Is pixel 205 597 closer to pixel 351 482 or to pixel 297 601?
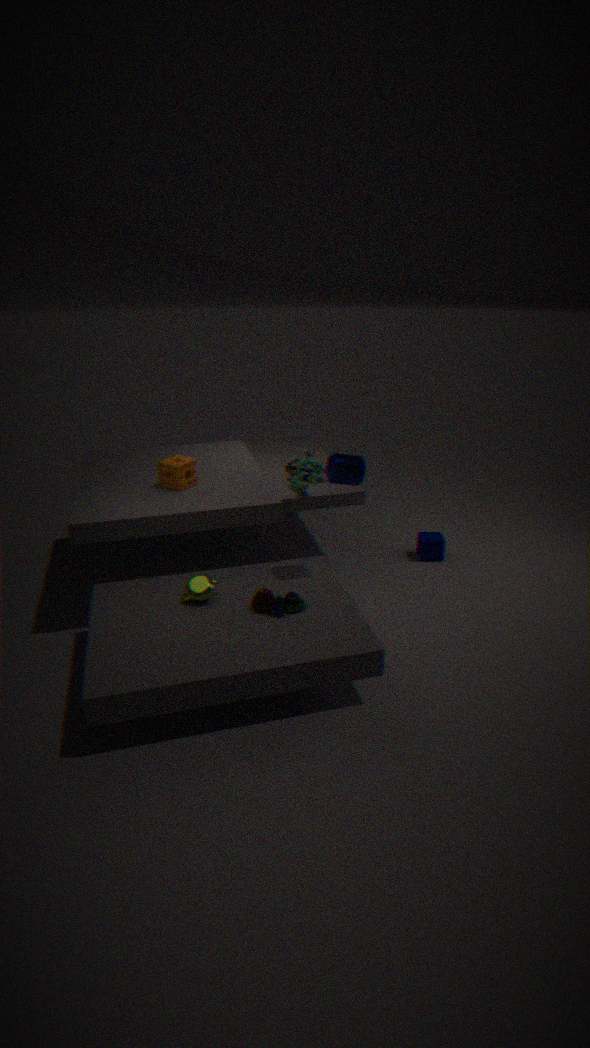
pixel 297 601
